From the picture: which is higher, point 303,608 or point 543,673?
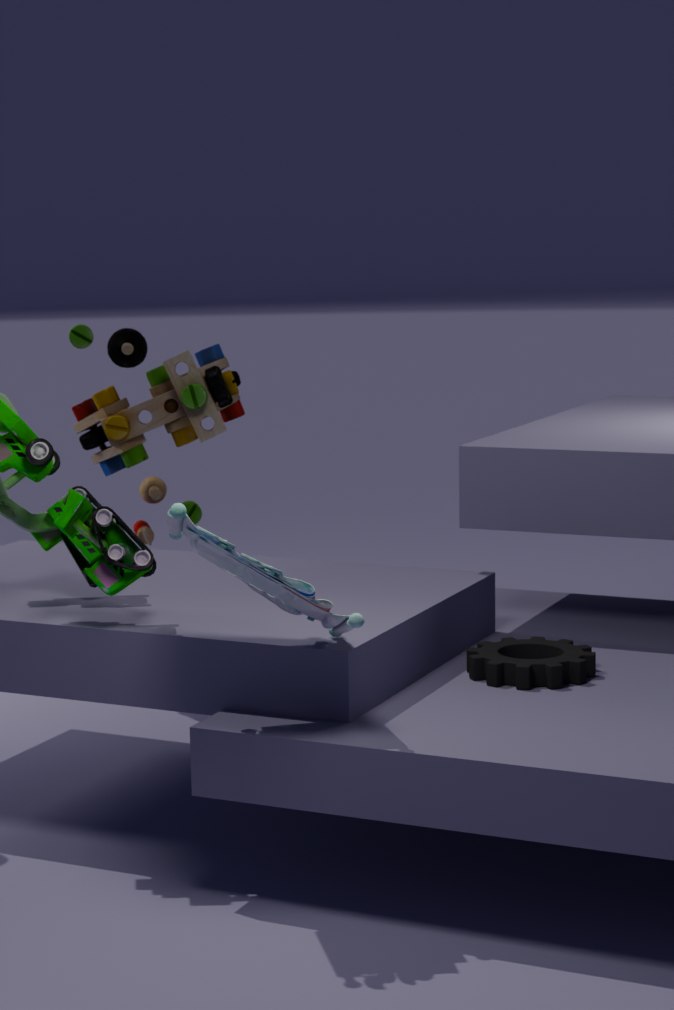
point 303,608
